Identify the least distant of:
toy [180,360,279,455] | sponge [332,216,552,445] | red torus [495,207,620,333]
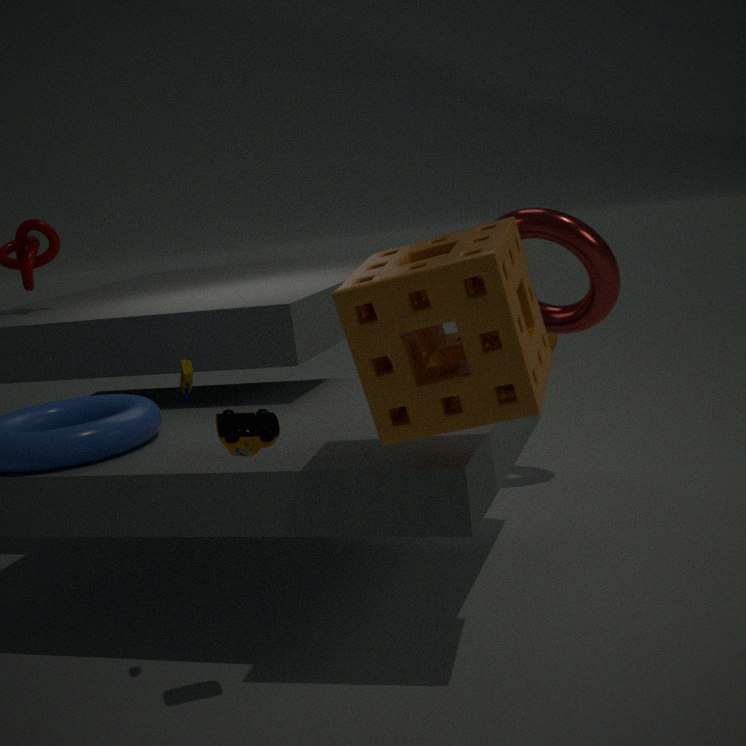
sponge [332,216,552,445]
